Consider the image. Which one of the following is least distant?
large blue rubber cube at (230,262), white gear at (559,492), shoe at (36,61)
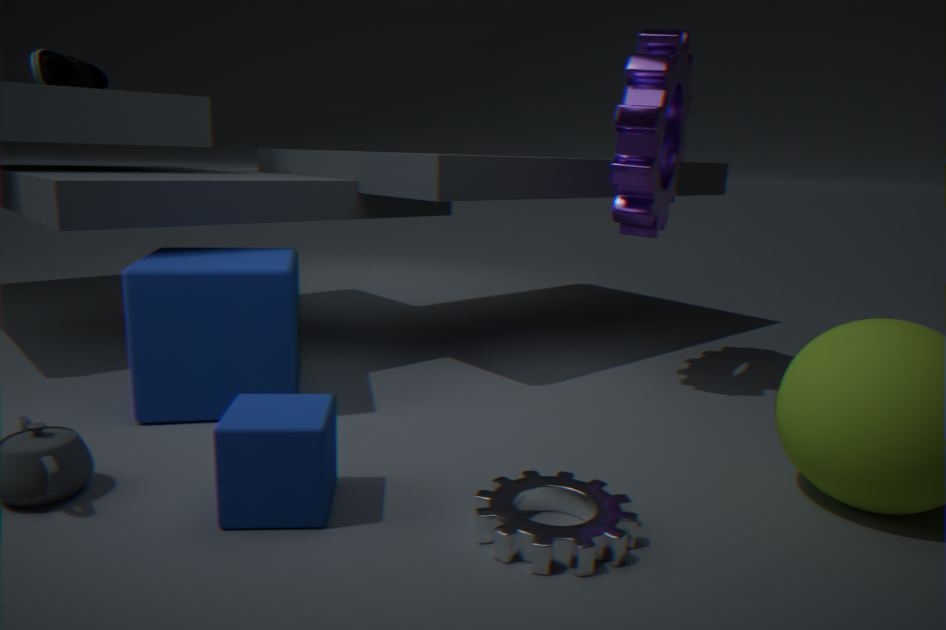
white gear at (559,492)
